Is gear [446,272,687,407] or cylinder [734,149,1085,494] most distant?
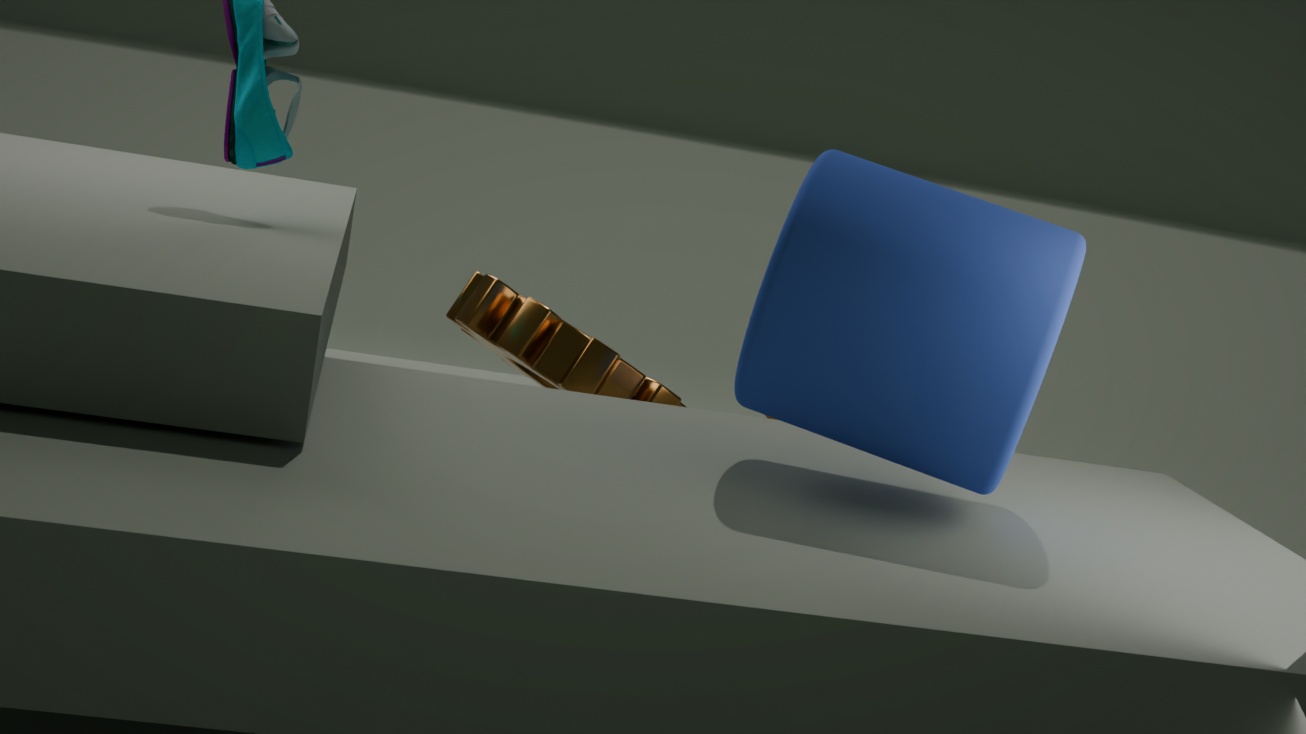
gear [446,272,687,407]
